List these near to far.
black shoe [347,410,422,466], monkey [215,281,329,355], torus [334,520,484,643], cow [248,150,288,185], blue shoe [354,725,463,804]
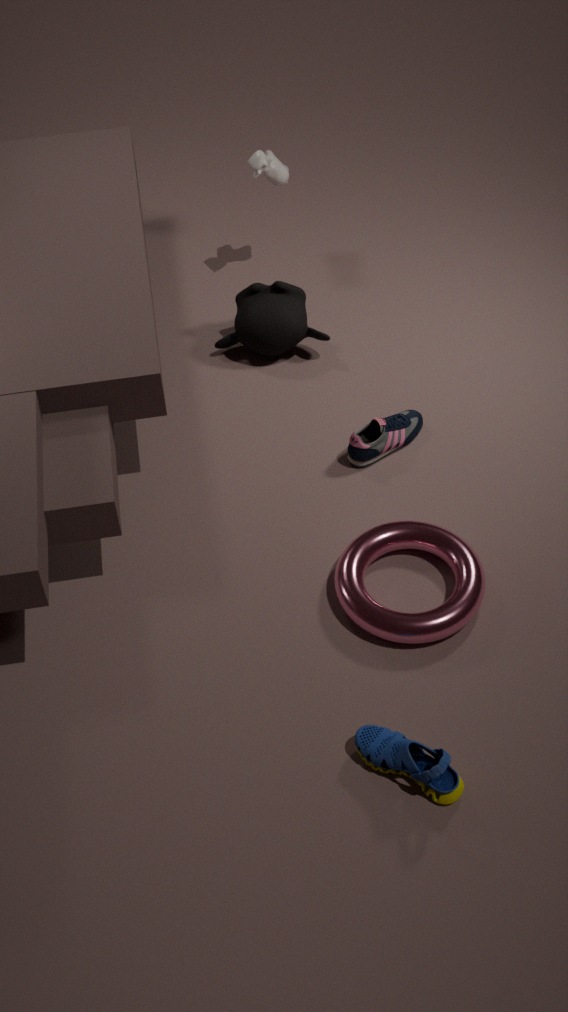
blue shoe [354,725,463,804]
torus [334,520,484,643]
black shoe [347,410,422,466]
monkey [215,281,329,355]
cow [248,150,288,185]
